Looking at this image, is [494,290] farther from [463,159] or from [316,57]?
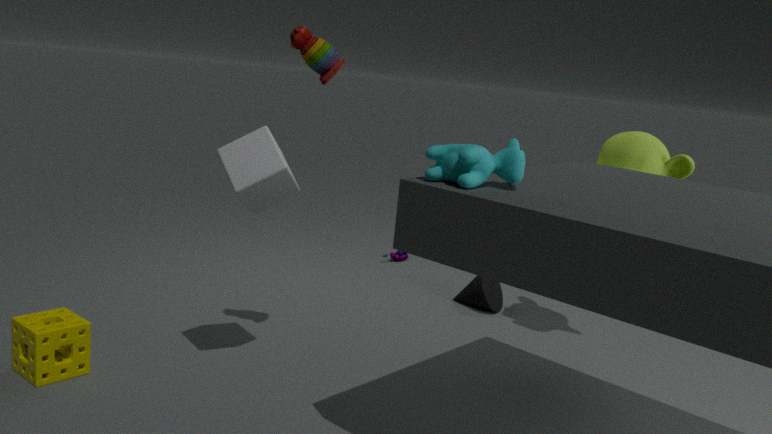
[463,159]
